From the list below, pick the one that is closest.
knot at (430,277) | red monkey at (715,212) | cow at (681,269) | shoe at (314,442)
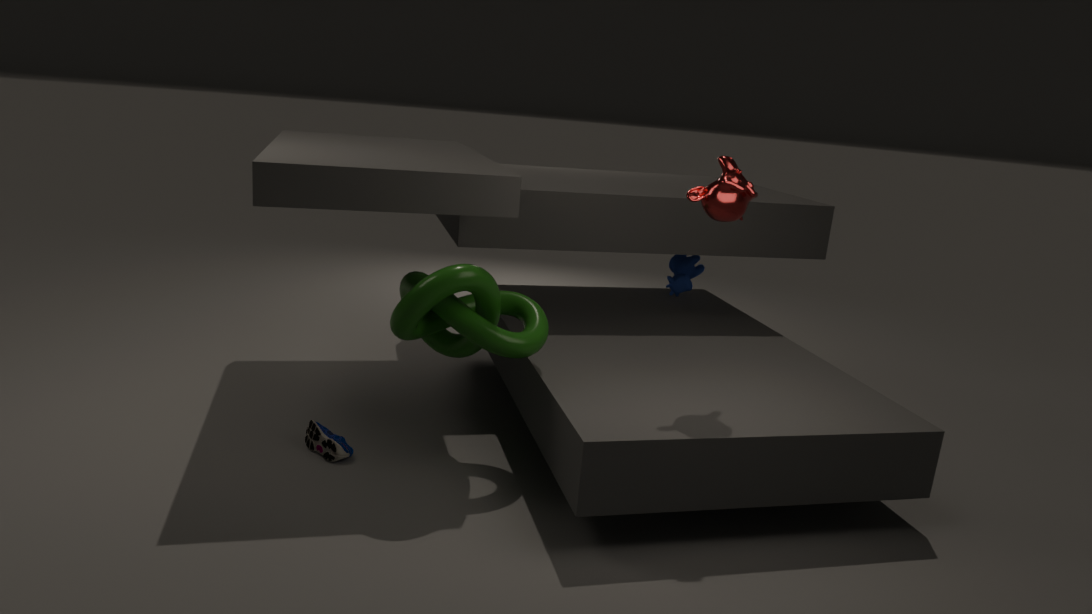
knot at (430,277)
